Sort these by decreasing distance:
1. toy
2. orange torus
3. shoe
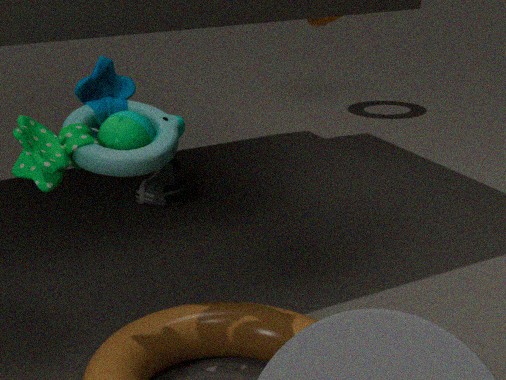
orange torus → shoe → toy
